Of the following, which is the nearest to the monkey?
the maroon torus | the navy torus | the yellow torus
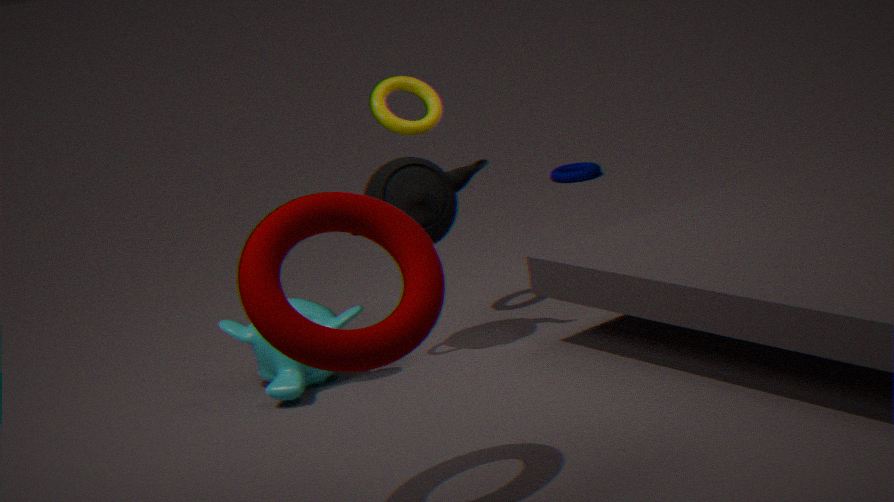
the yellow torus
